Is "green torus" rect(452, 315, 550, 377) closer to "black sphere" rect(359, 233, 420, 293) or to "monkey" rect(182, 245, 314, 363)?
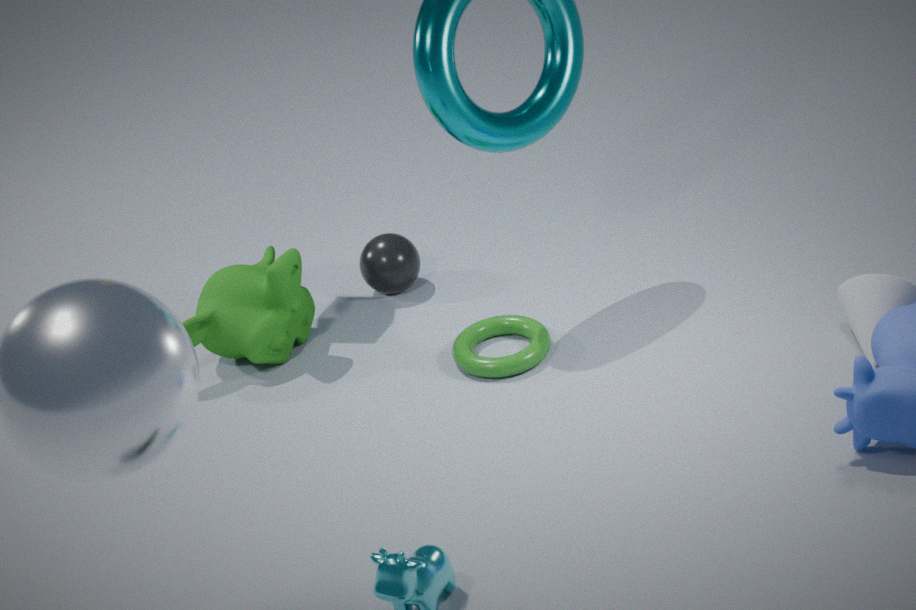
"black sphere" rect(359, 233, 420, 293)
